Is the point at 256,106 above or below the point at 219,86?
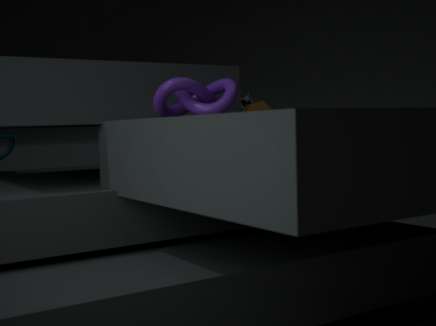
below
